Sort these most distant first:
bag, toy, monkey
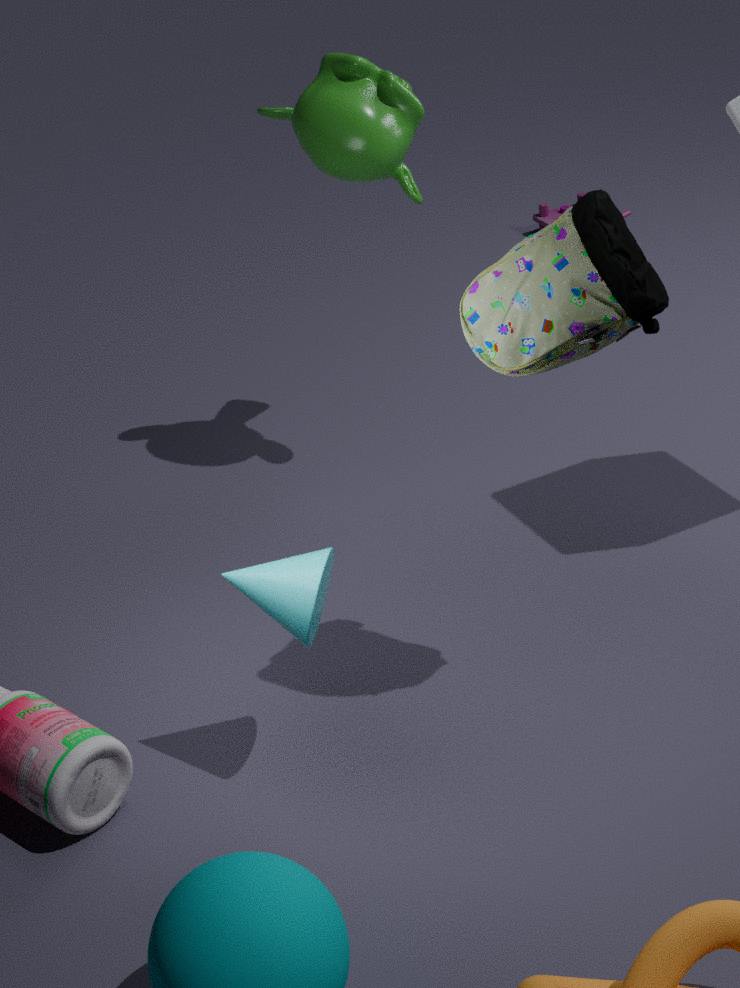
toy
monkey
bag
